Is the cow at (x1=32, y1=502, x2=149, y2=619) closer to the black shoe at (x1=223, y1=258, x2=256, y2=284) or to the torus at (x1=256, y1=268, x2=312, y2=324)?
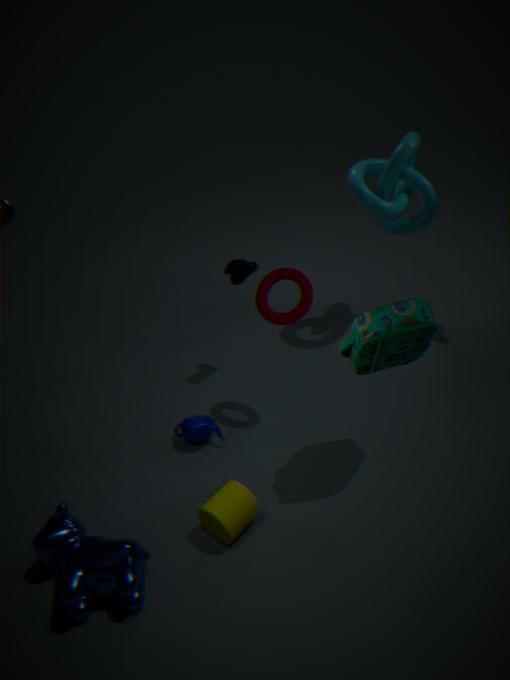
the torus at (x1=256, y1=268, x2=312, y2=324)
